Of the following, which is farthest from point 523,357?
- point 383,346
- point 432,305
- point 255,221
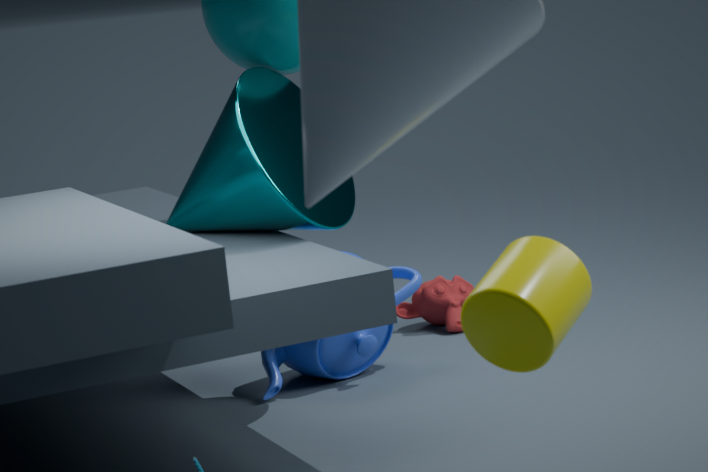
point 432,305
